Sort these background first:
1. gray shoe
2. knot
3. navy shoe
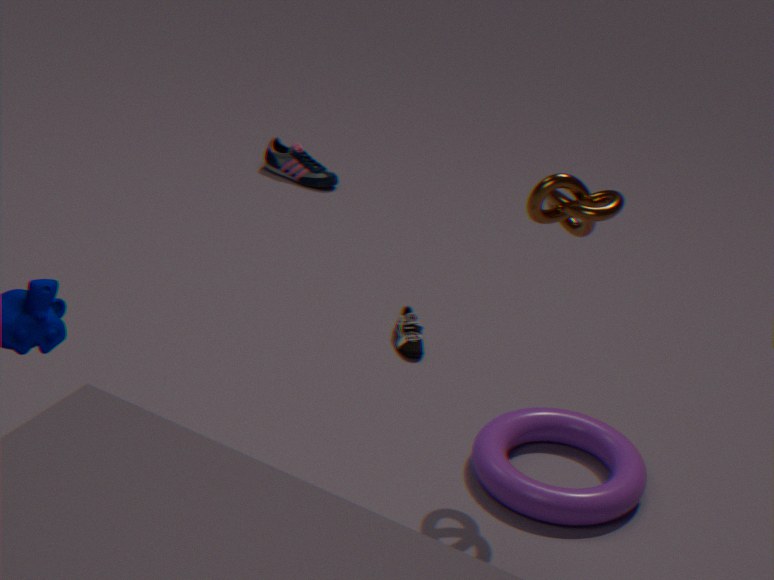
navy shoe → gray shoe → knot
